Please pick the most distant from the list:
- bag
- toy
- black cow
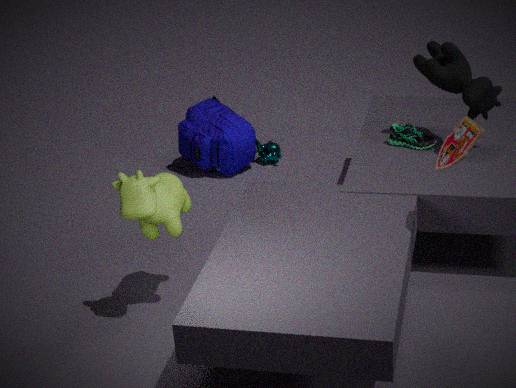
bag
